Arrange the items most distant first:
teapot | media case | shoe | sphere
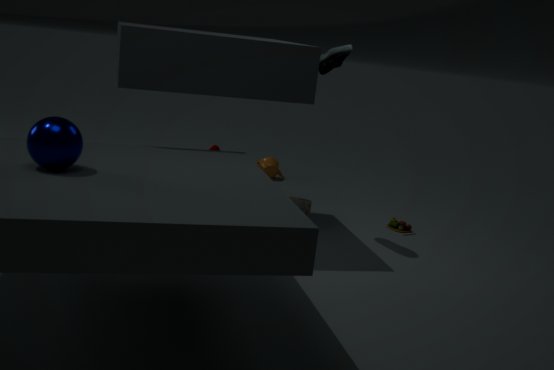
teapot, media case, shoe, sphere
